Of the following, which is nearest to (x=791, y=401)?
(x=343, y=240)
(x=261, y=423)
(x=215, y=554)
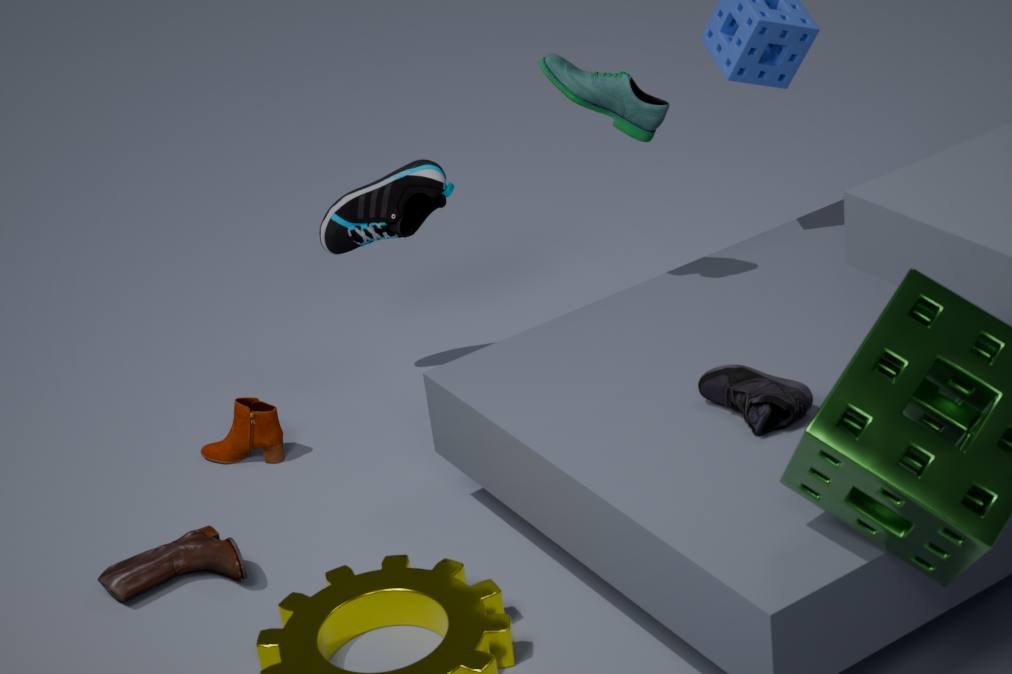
(x=343, y=240)
